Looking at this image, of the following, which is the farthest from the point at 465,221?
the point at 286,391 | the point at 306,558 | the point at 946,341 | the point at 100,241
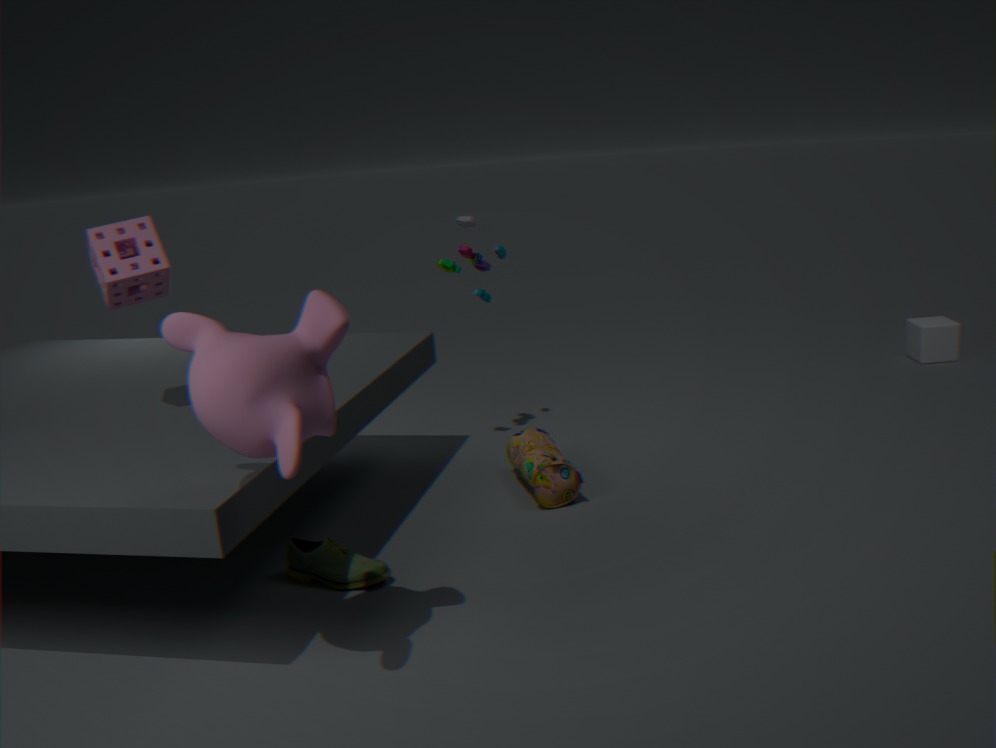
the point at 946,341
